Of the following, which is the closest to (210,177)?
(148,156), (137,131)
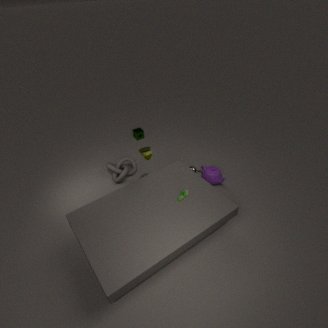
(148,156)
